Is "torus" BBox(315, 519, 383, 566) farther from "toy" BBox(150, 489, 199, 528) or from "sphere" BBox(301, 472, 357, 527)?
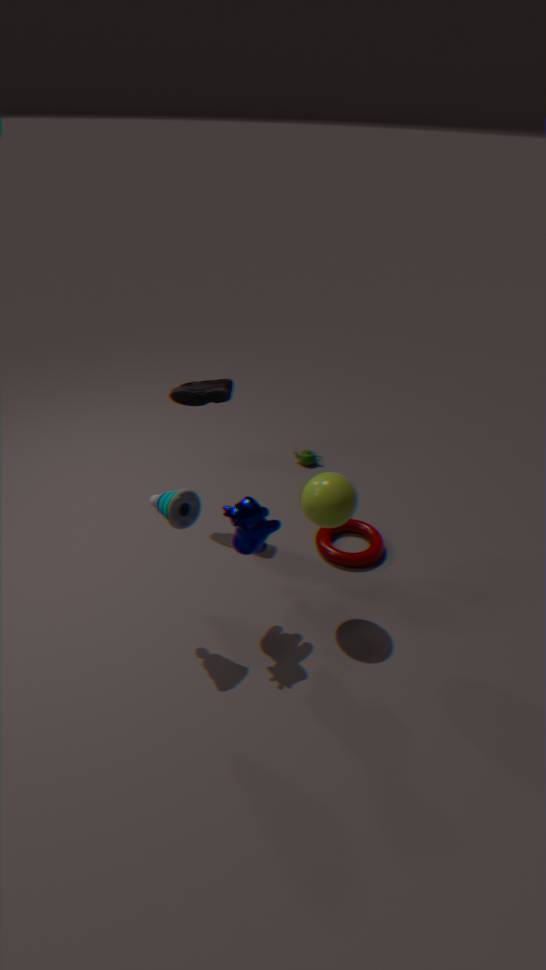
"toy" BBox(150, 489, 199, 528)
